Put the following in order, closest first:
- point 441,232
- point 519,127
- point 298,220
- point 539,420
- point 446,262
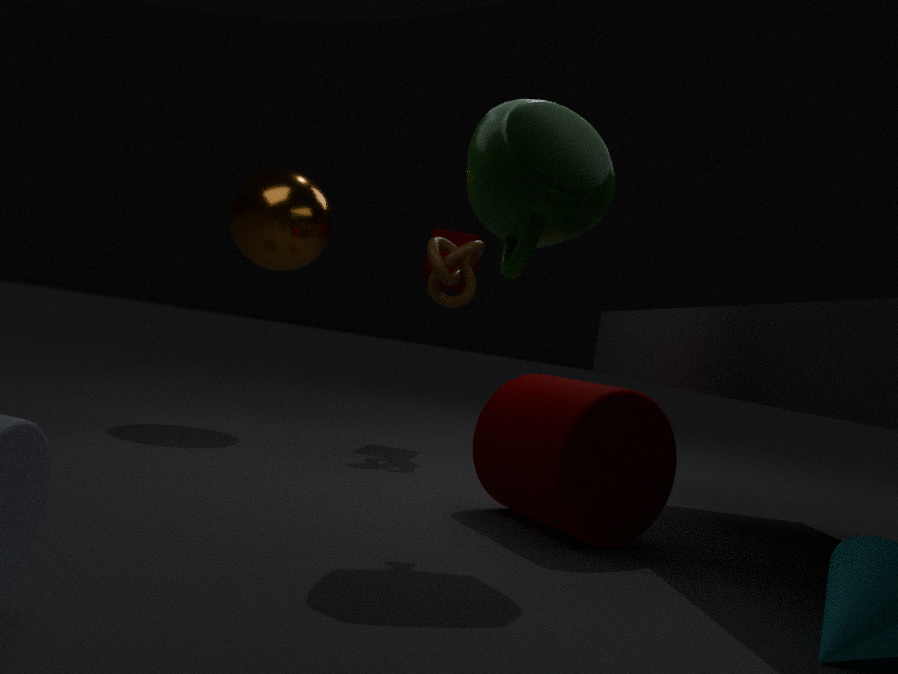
point 519,127, point 539,420, point 298,220, point 446,262, point 441,232
